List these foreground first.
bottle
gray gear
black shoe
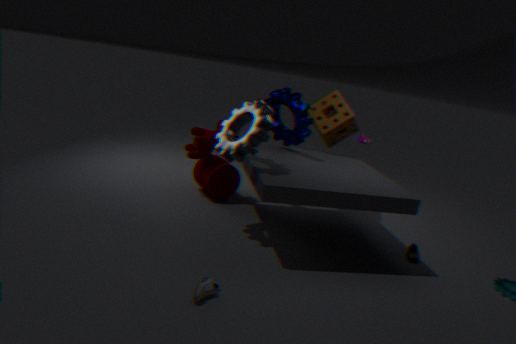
black shoe, gray gear, bottle
